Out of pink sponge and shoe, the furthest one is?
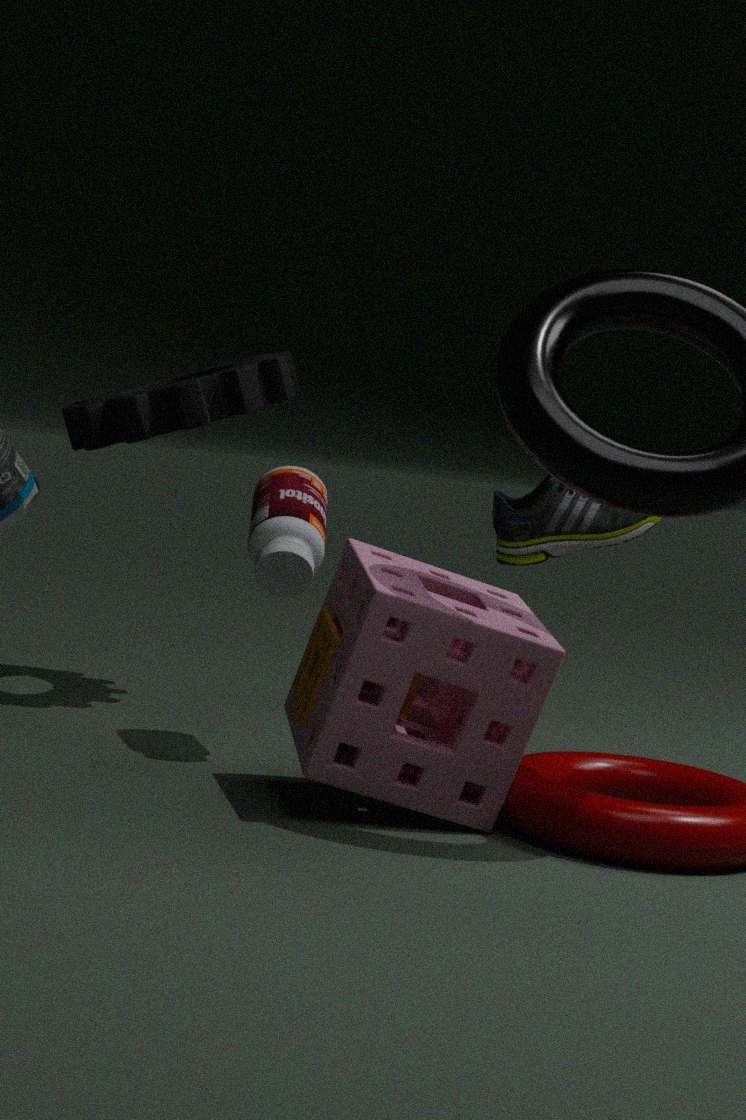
shoe
